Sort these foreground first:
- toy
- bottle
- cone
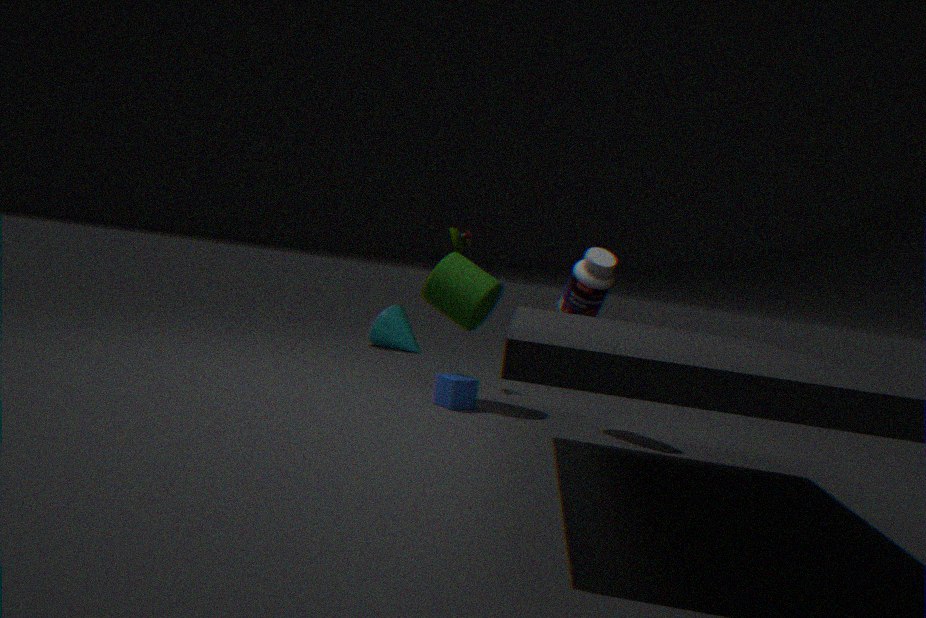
1. bottle
2. toy
3. cone
